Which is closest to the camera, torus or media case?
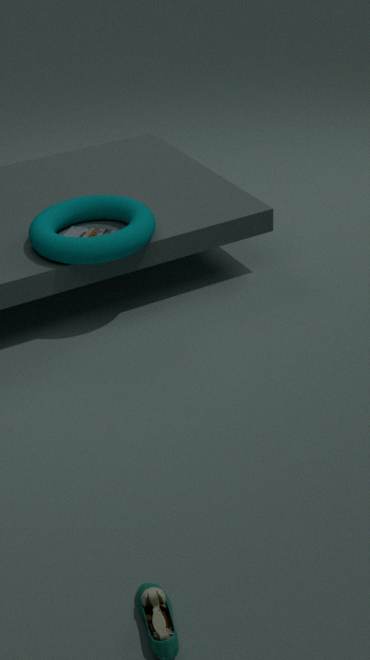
torus
